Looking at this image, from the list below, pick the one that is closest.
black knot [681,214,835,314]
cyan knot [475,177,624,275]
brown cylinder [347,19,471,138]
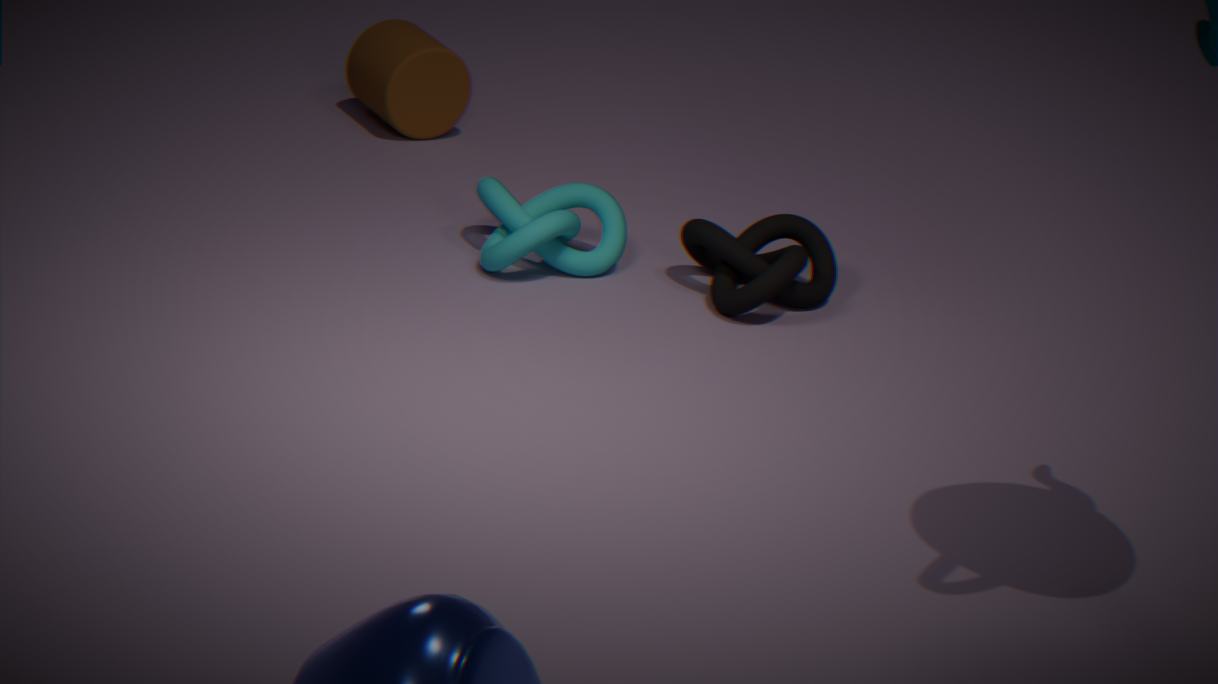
black knot [681,214,835,314]
